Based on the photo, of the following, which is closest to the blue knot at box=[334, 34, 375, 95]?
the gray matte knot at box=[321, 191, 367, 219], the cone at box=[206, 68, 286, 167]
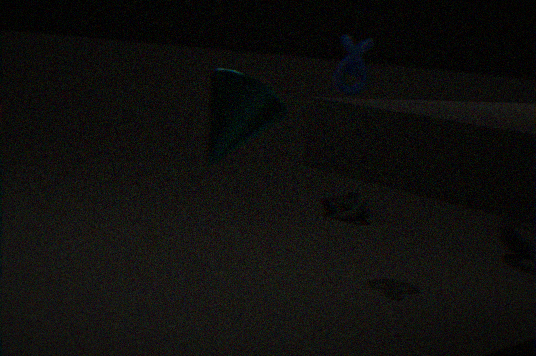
the gray matte knot at box=[321, 191, 367, 219]
